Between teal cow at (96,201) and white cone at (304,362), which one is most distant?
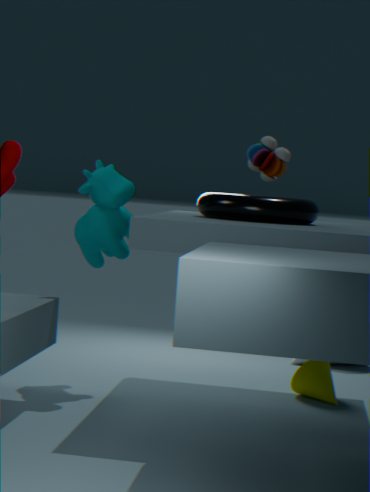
white cone at (304,362)
